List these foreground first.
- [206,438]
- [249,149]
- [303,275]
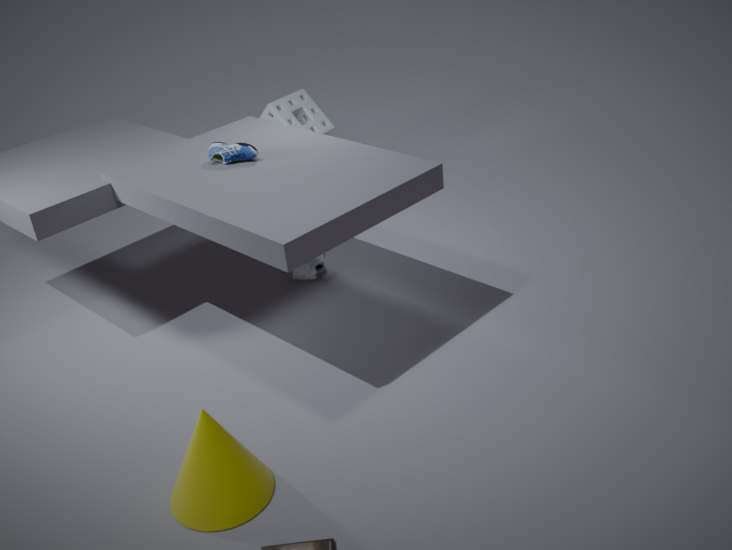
[206,438] → [249,149] → [303,275]
